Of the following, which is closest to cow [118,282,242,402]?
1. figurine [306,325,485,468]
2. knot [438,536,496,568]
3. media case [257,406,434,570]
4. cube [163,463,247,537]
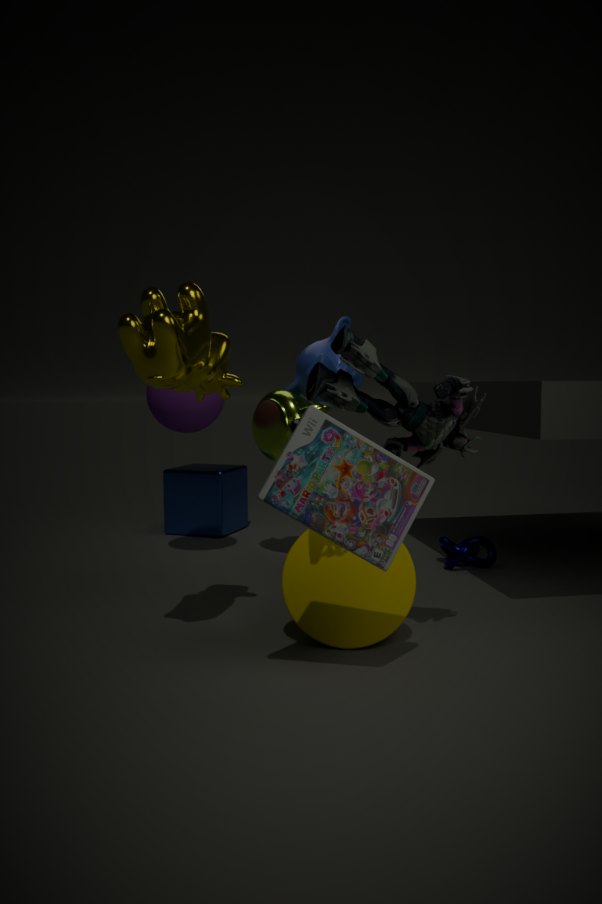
figurine [306,325,485,468]
